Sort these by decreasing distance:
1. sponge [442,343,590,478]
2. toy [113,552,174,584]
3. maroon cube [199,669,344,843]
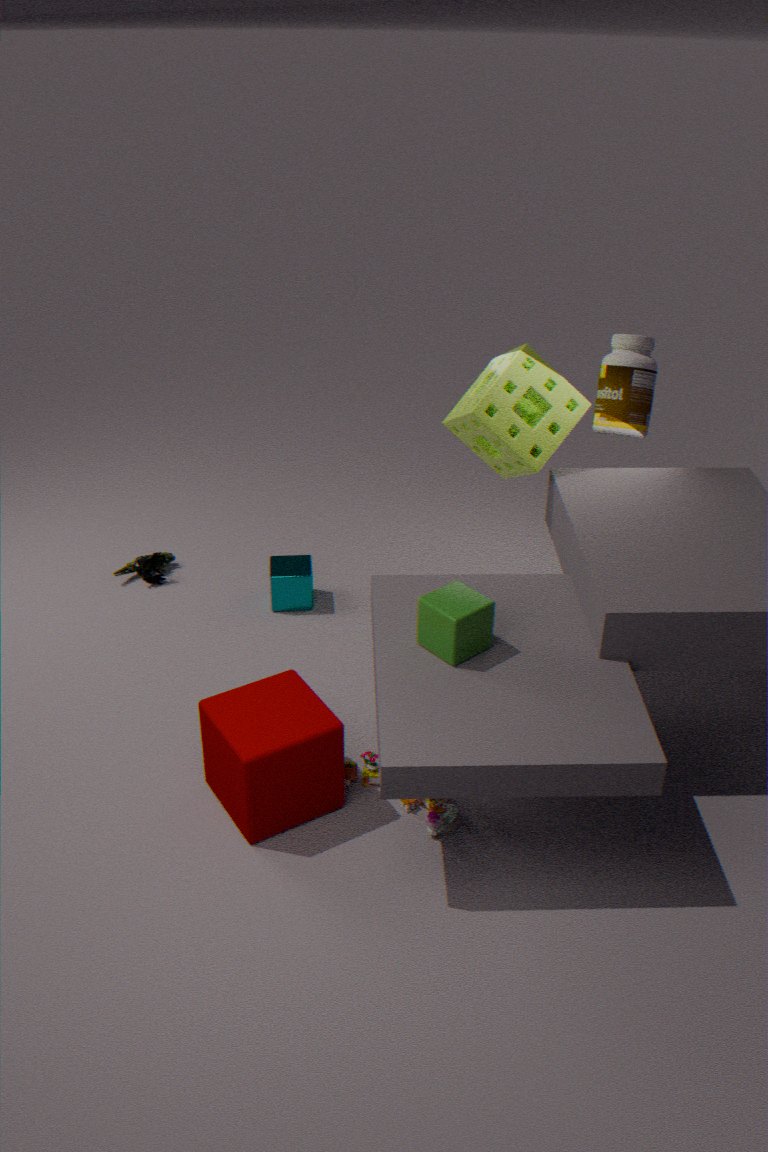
1. toy [113,552,174,584]
2. sponge [442,343,590,478]
3. maroon cube [199,669,344,843]
